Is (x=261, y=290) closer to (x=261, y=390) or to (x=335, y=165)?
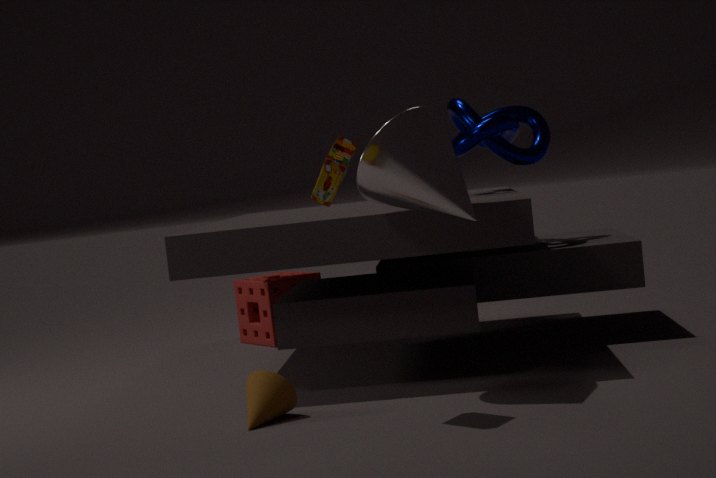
(x=261, y=390)
